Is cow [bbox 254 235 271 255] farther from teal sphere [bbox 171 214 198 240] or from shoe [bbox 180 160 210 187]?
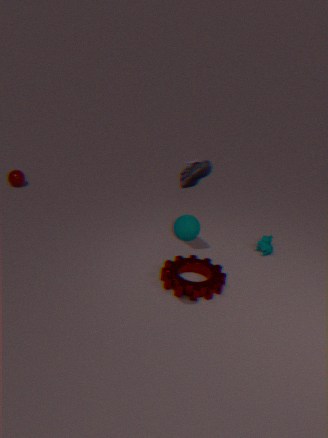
teal sphere [bbox 171 214 198 240]
